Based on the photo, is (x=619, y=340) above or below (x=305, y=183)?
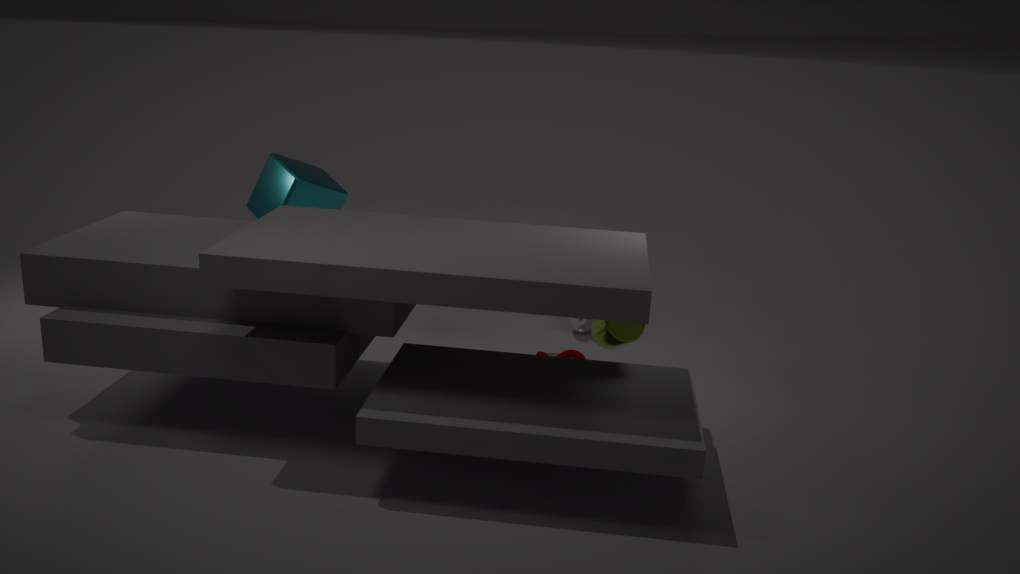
below
